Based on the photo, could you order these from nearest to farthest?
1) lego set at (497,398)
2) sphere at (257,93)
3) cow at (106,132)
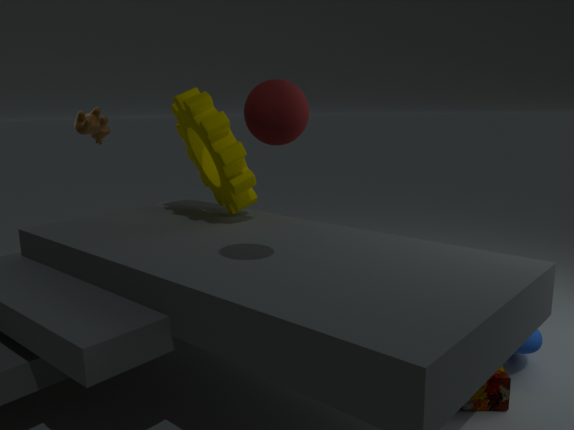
2. sphere at (257,93)
1. lego set at (497,398)
3. cow at (106,132)
